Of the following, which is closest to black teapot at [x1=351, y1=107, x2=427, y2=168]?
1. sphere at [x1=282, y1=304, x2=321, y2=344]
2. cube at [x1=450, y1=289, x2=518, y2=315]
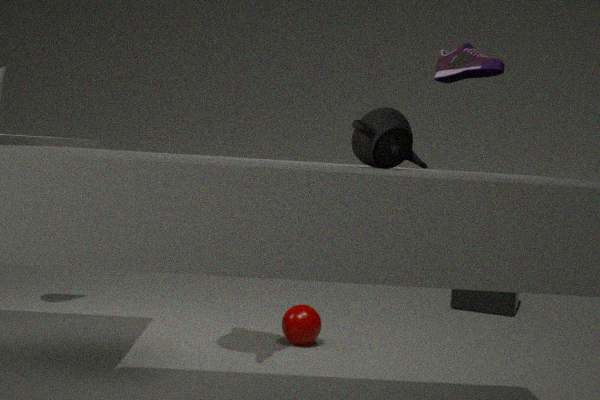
sphere at [x1=282, y1=304, x2=321, y2=344]
